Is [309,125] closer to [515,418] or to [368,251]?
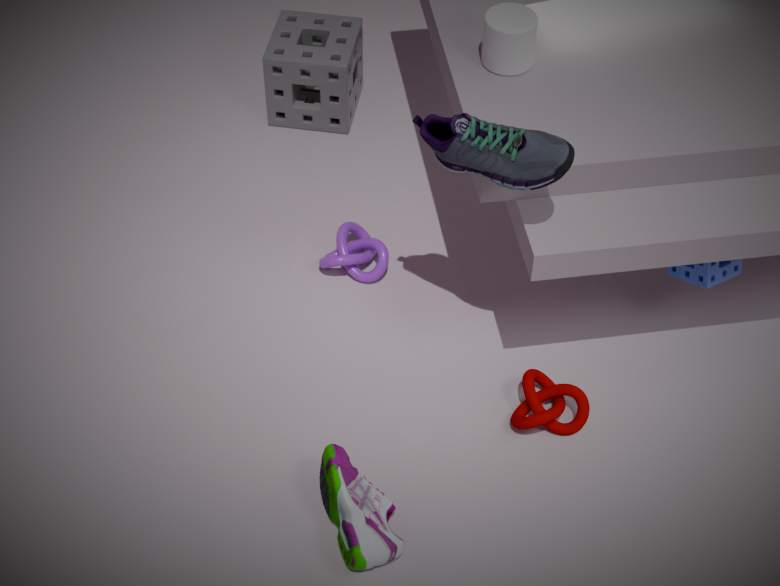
[368,251]
